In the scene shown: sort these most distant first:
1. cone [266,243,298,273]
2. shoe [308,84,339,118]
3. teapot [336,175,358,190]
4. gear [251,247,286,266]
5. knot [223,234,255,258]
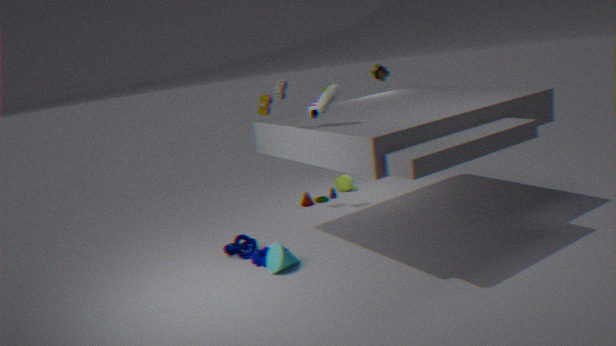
teapot [336,175,358,190] → knot [223,234,255,258] → gear [251,247,286,266] → cone [266,243,298,273] → shoe [308,84,339,118]
